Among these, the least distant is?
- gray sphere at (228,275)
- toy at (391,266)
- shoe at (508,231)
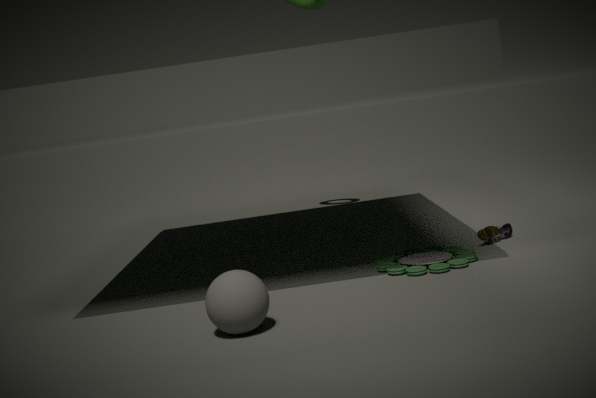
gray sphere at (228,275)
